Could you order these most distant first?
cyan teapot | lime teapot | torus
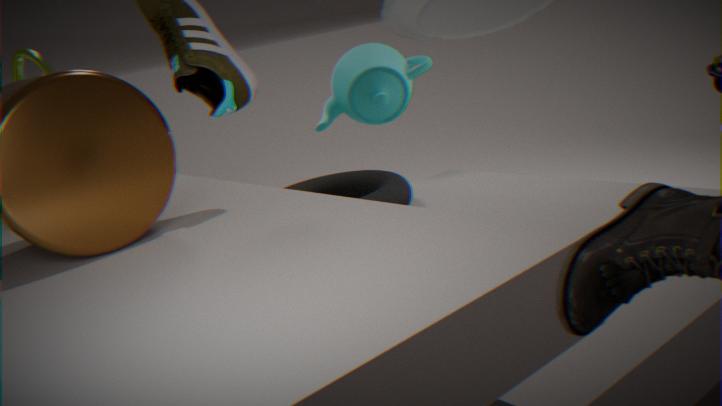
cyan teapot, torus, lime teapot
